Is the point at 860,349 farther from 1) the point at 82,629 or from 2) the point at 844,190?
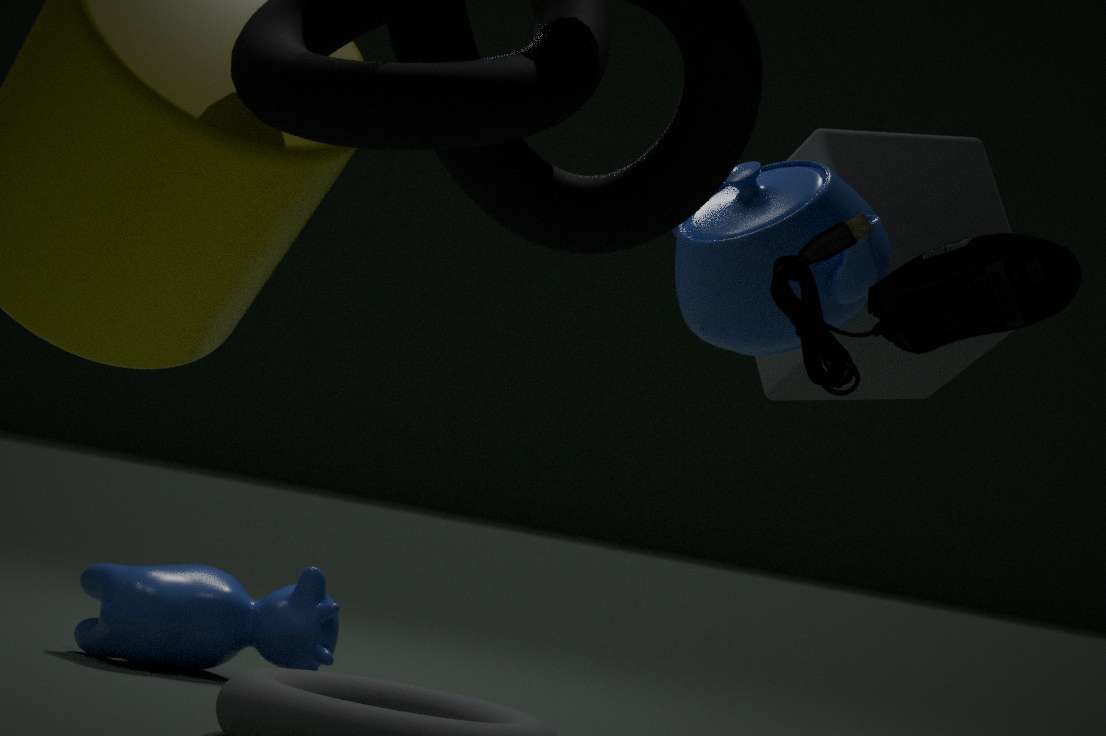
1) the point at 82,629
